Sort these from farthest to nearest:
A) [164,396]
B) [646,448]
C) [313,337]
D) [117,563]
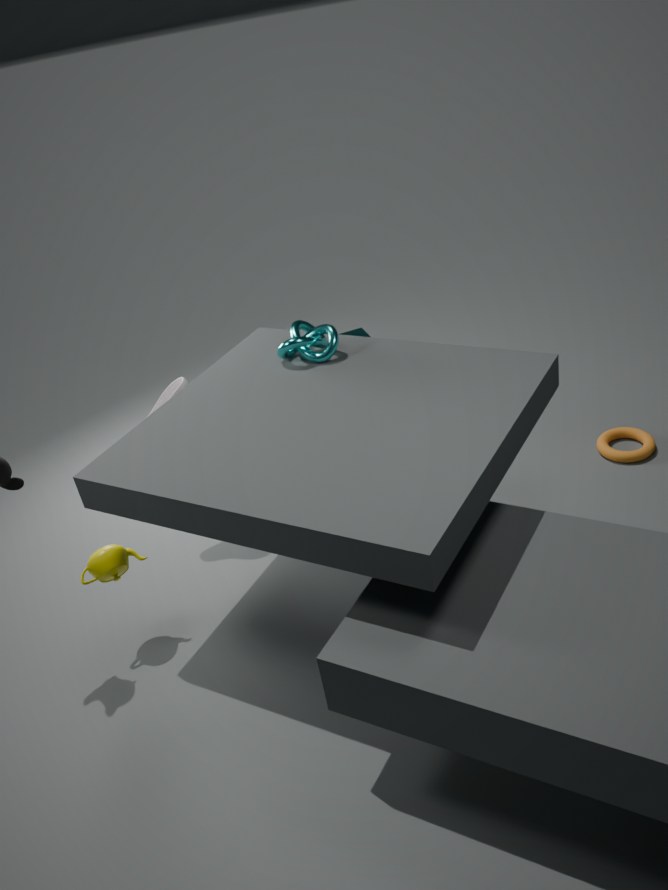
[646,448], [164,396], [313,337], [117,563]
